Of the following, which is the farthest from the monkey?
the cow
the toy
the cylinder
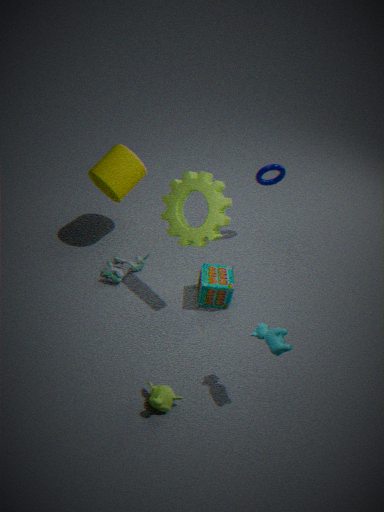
the cylinder
